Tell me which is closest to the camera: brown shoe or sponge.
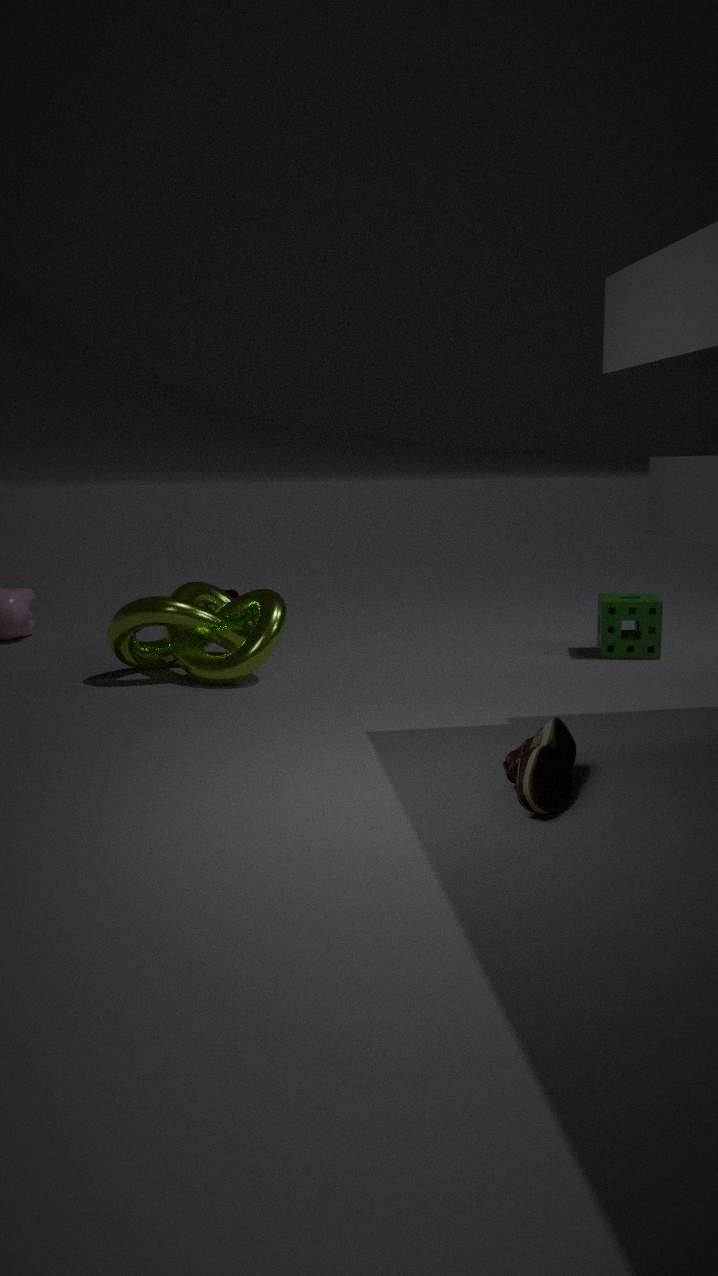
brown shoe
